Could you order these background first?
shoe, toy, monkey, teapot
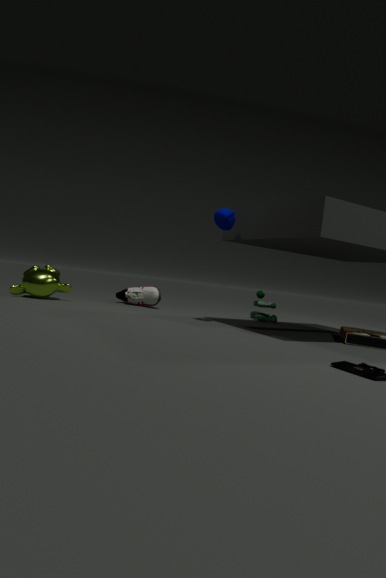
shoe, toy, monkey, teapot
